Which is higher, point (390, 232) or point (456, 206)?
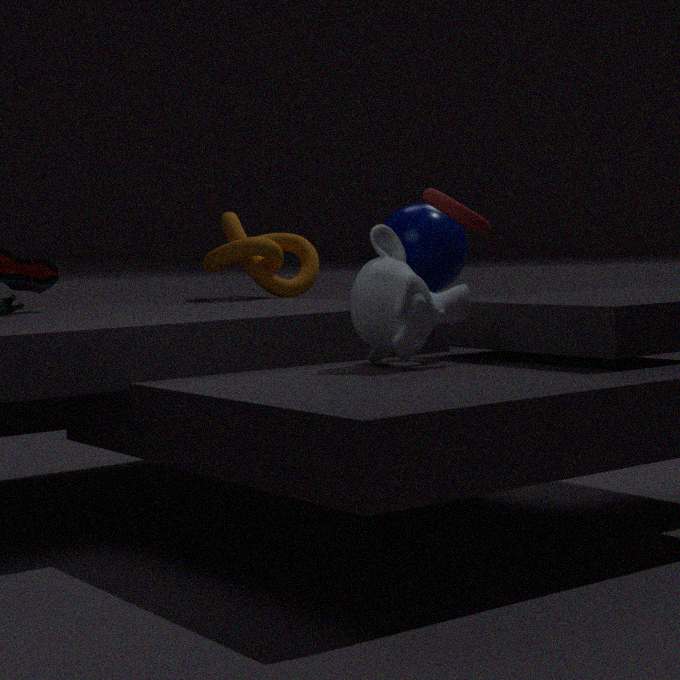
point (456, 206)
